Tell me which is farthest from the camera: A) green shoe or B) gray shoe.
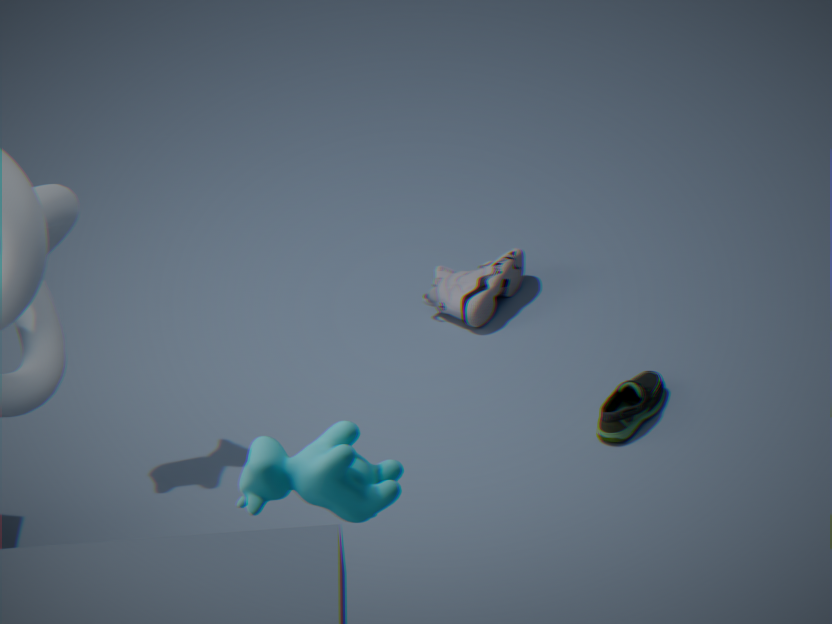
B. gray shoe
